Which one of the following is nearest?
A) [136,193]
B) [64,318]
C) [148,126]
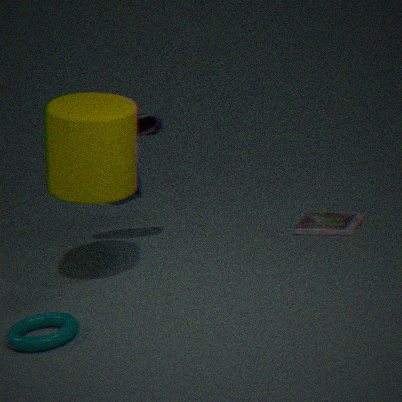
[64,318]
